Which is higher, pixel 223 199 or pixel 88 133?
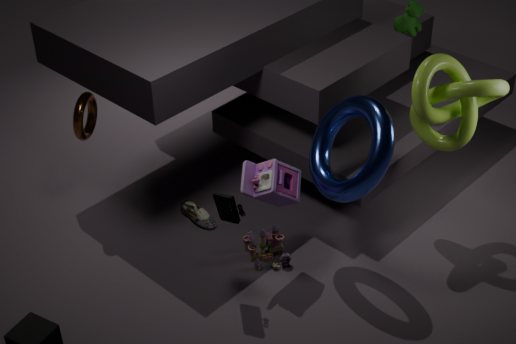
pixel 88 133
